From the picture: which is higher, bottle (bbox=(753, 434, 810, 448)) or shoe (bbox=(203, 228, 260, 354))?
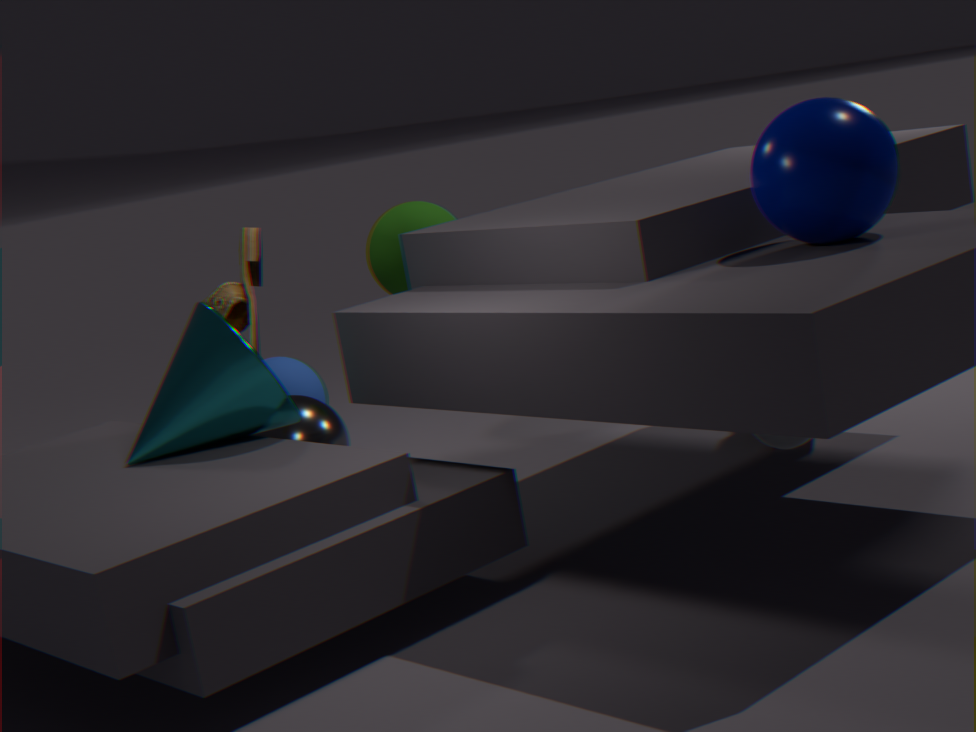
shoe (bbox=(203, 228, 260, 354))
